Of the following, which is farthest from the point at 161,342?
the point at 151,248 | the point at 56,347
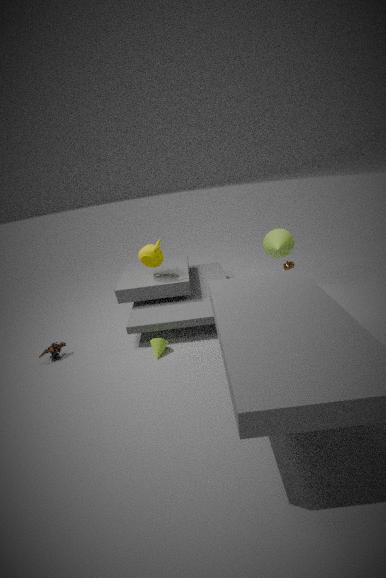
the point at 56,347
